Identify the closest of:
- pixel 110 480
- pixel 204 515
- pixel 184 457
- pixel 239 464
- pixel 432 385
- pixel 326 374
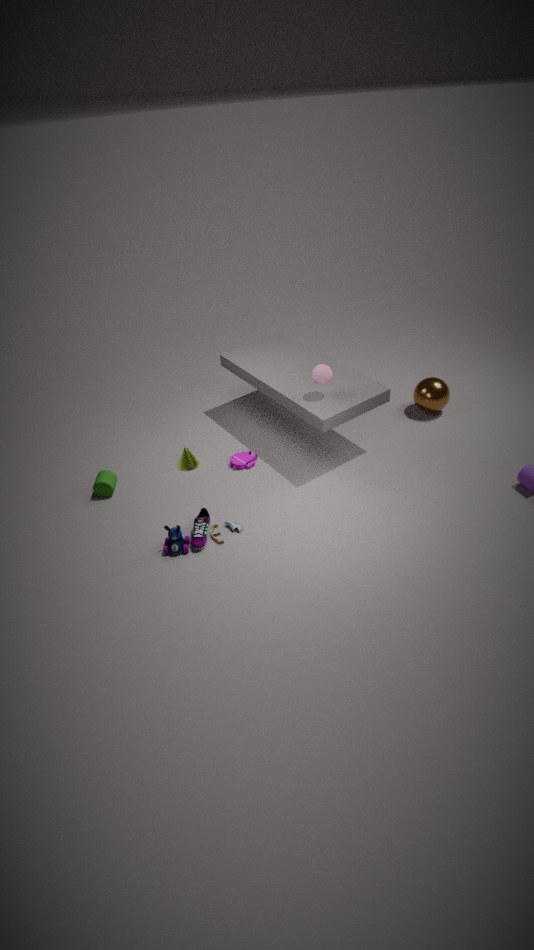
pixel 204 515
